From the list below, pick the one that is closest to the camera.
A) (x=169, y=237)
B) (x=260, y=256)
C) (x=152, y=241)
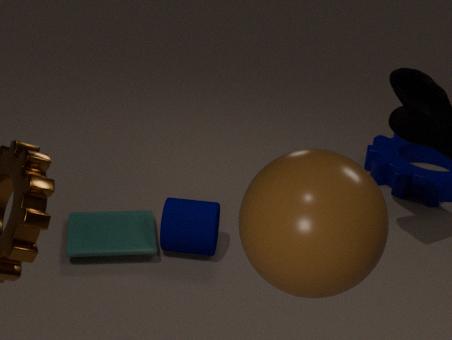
(x=260, y=256)
